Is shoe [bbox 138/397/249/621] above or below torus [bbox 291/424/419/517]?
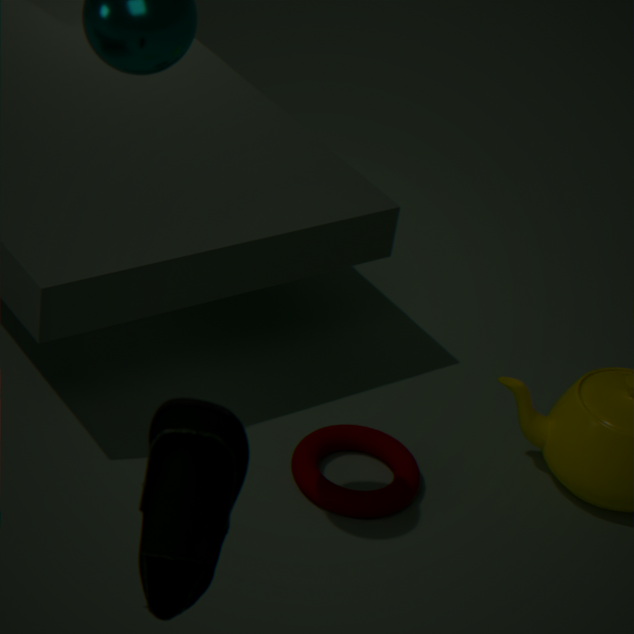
above
